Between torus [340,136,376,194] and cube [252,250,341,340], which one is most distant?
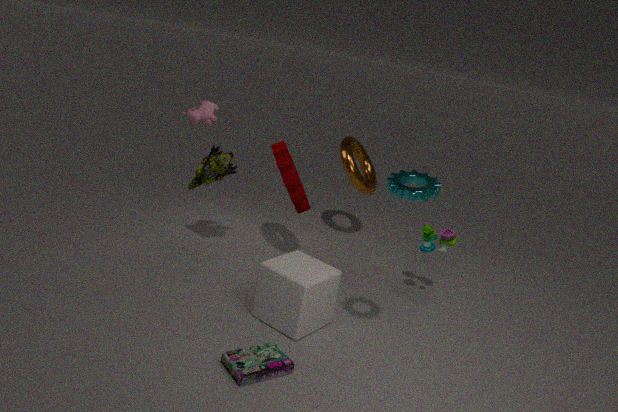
torus [340,136,376,194]
